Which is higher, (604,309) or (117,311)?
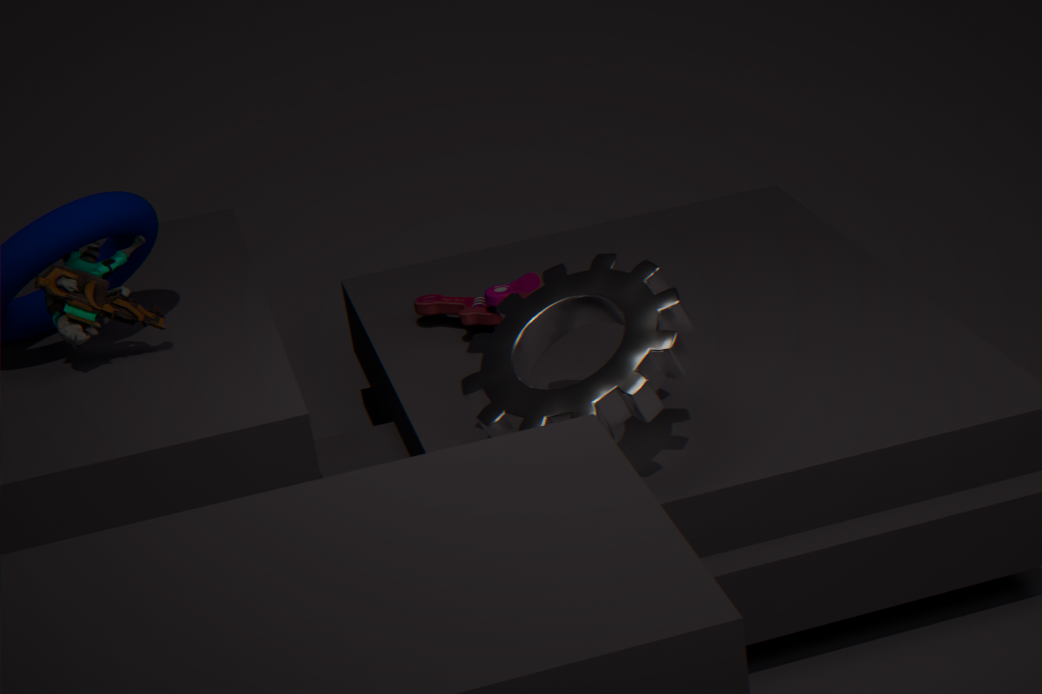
(117,311)
